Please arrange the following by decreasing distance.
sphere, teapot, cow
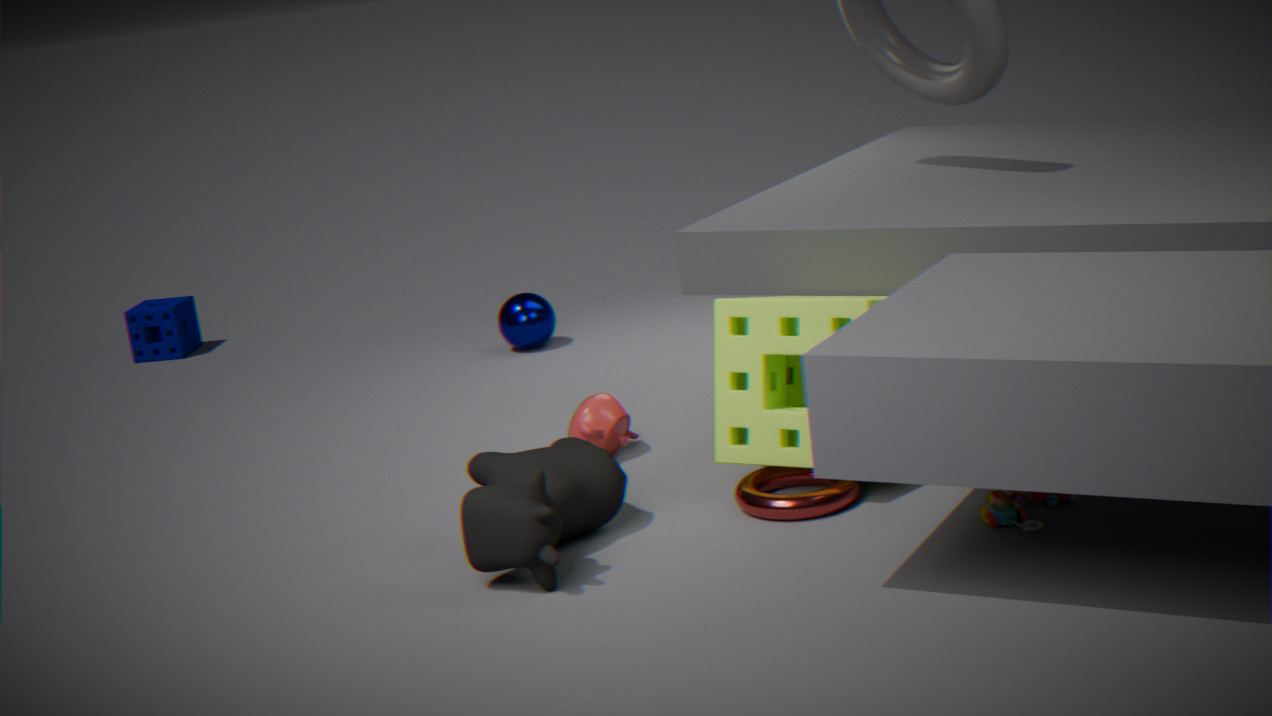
sphere
teapot
cow
